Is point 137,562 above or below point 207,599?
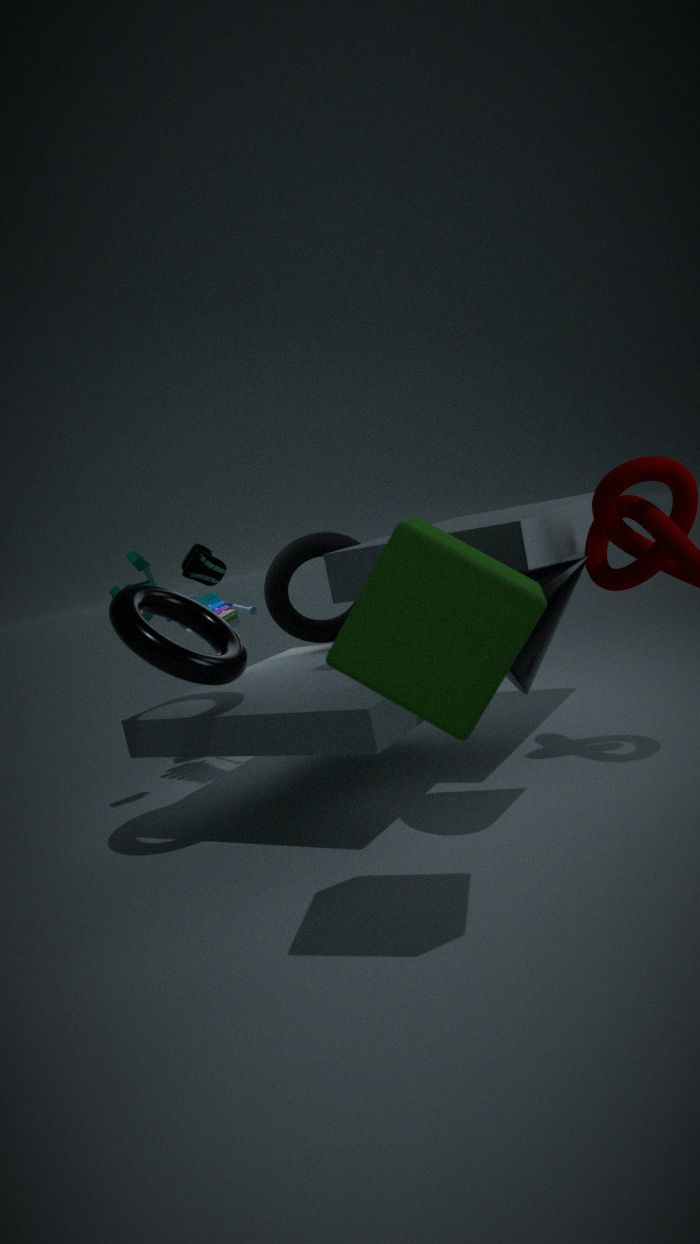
above
